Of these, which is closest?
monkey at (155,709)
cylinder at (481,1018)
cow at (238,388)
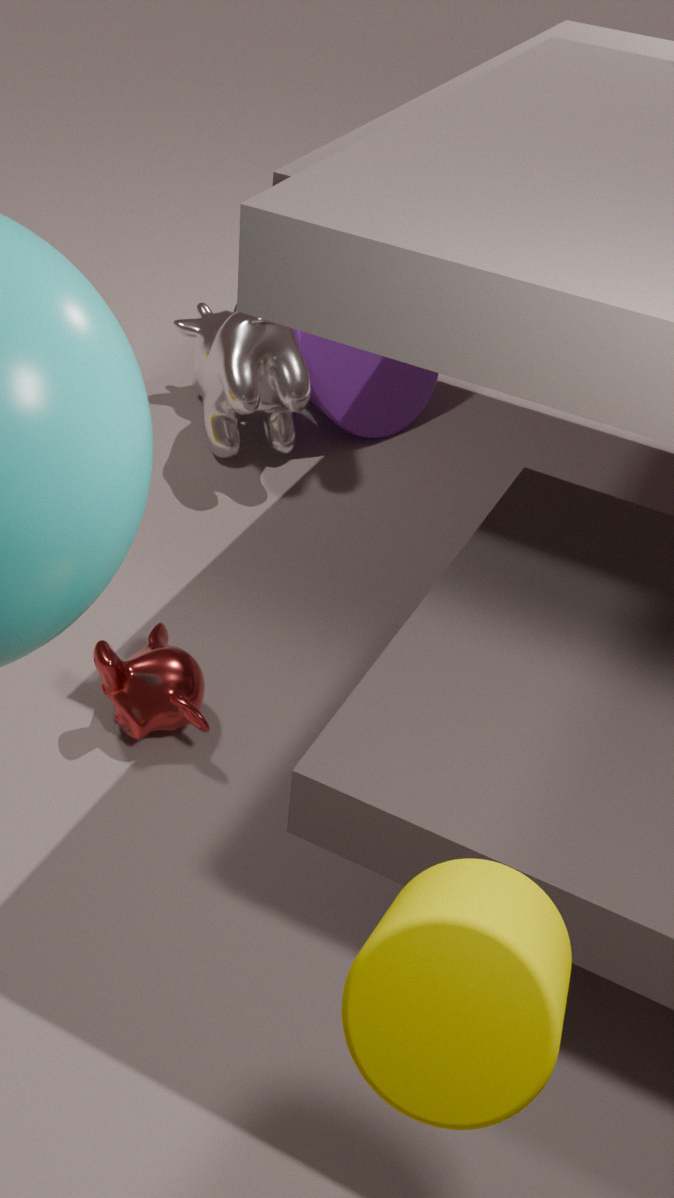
cylinder at (481,1018)
